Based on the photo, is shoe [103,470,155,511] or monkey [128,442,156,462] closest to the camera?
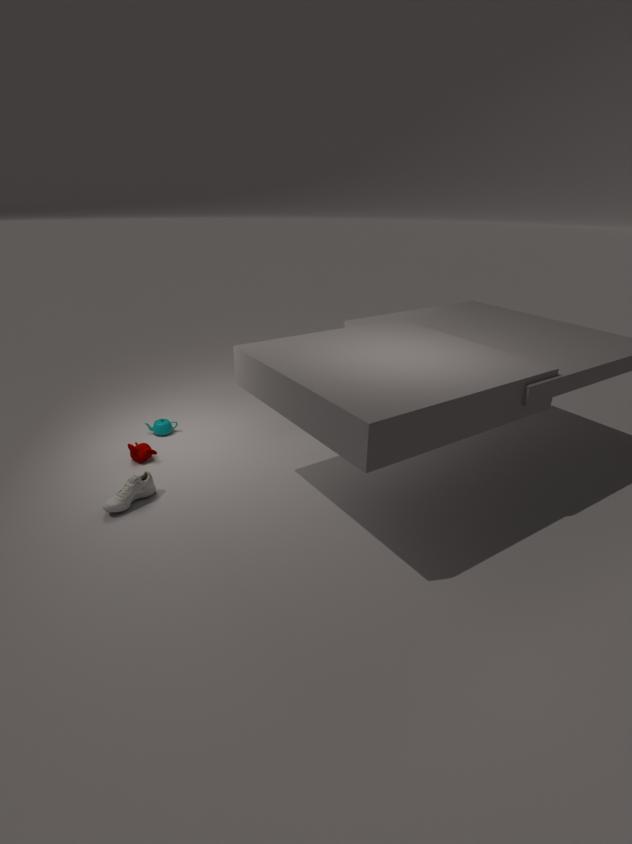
shoe [103,470,155,511]
